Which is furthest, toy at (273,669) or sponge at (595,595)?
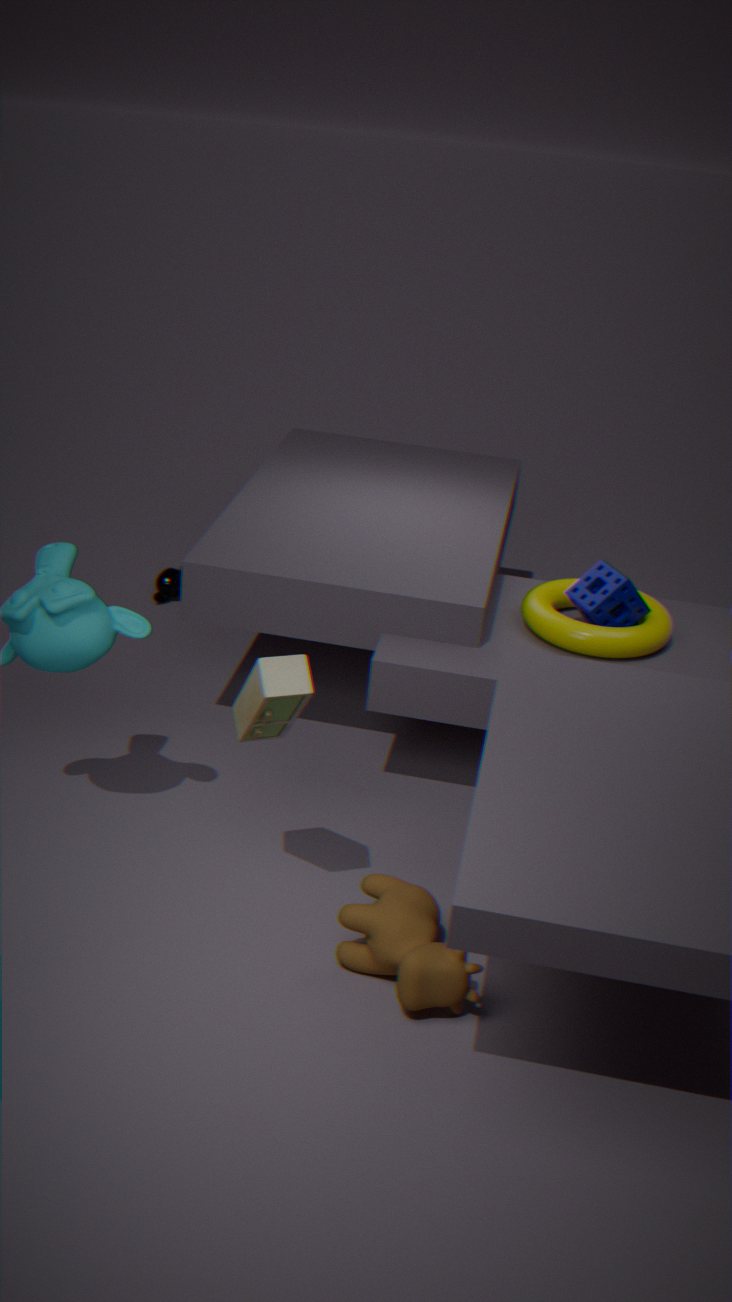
sponge at (595,595)
